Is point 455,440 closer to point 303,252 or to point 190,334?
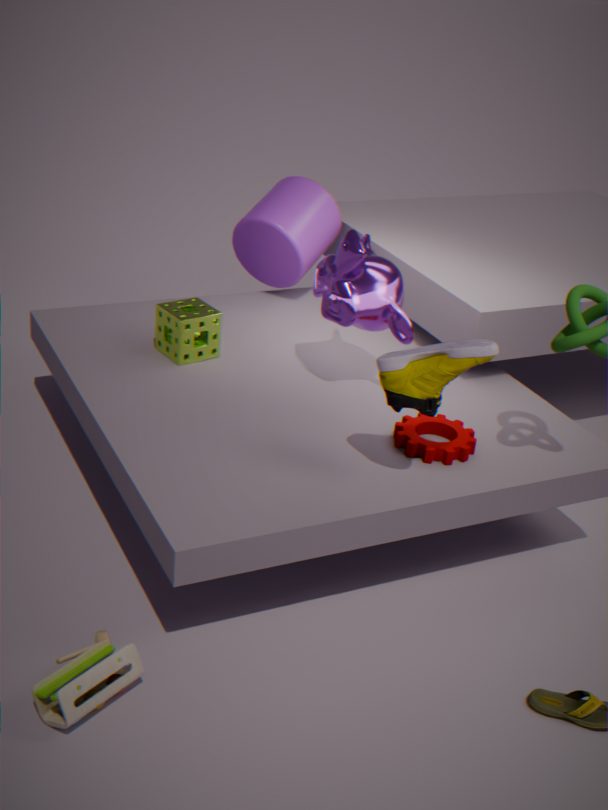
point 190,334
